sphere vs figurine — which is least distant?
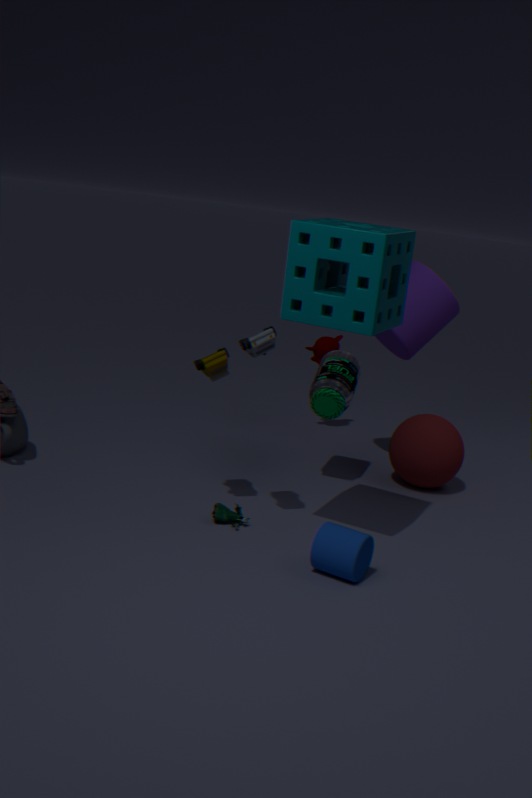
figurine
